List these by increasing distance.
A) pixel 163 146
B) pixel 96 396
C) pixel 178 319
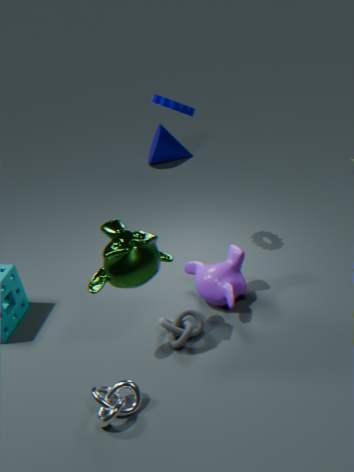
1. pixel 96 396
2. pixel 178 319
3. pixel 163 146
